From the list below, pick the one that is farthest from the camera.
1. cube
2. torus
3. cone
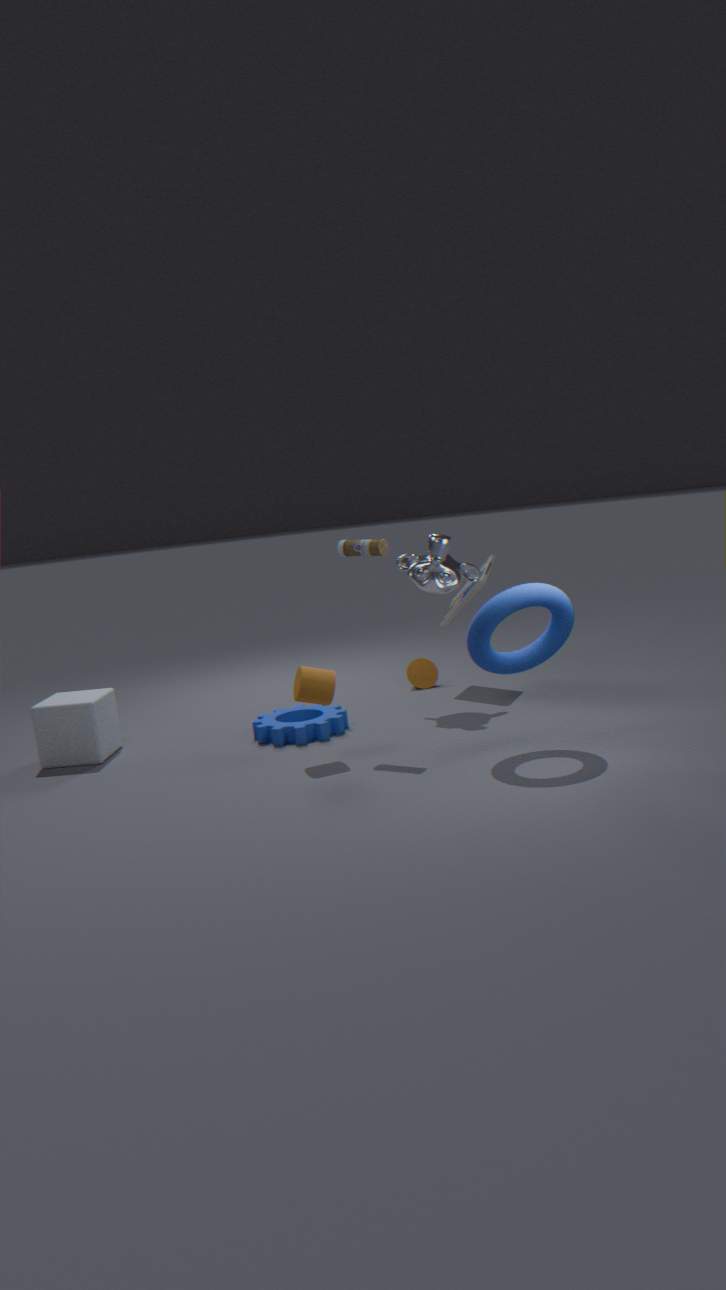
cone
